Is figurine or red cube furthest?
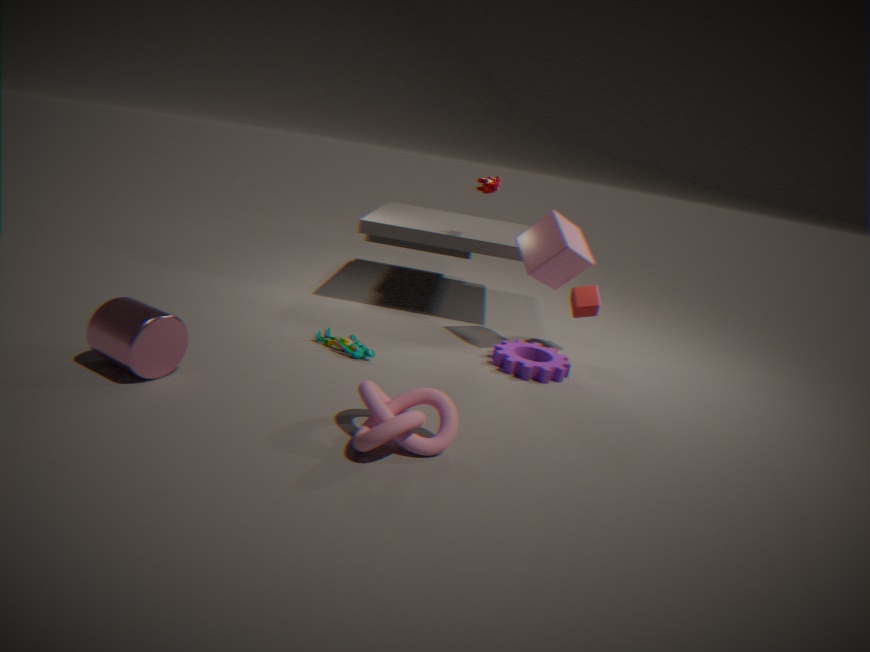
red cube
